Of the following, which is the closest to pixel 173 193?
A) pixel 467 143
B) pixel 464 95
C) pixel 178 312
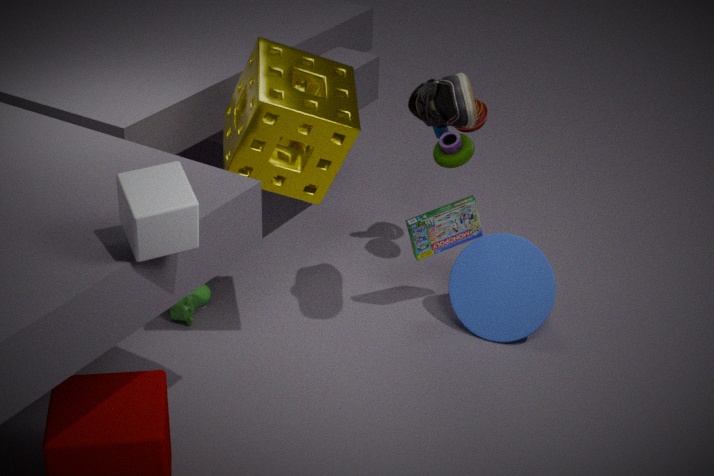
pixel 464 95
